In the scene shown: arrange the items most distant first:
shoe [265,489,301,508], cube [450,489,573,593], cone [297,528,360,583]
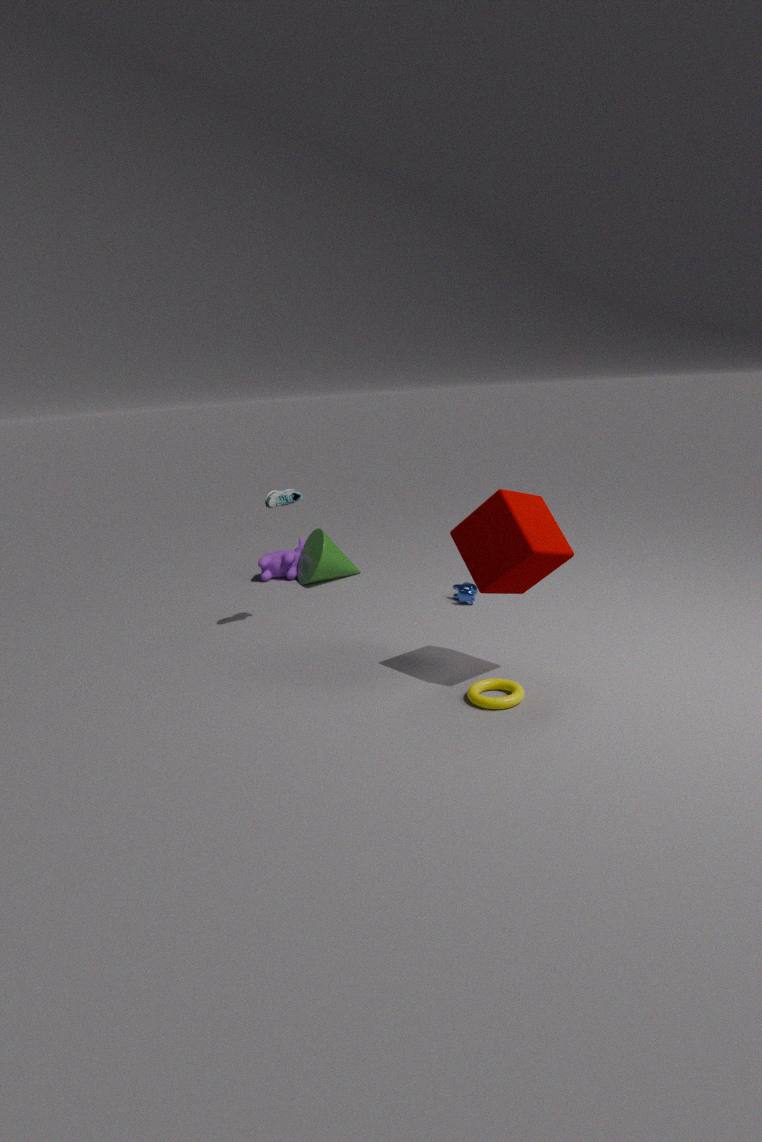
1. cone [297,528,360,583]
2. shoe [265,489,301,508]
3. cube [450,489,573,593]
